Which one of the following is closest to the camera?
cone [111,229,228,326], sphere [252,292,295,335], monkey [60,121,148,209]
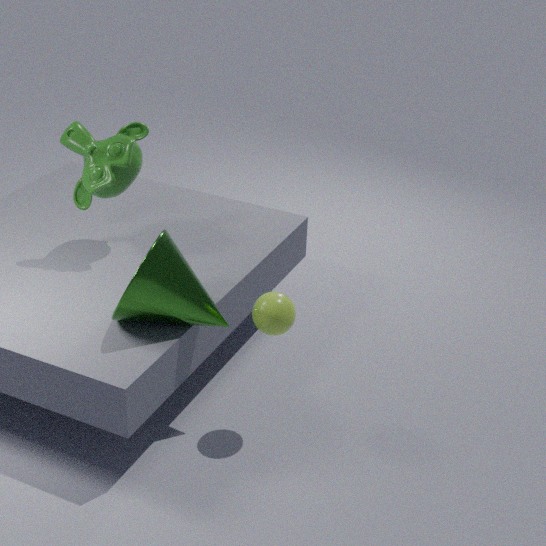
cone [111,229,228,326]
